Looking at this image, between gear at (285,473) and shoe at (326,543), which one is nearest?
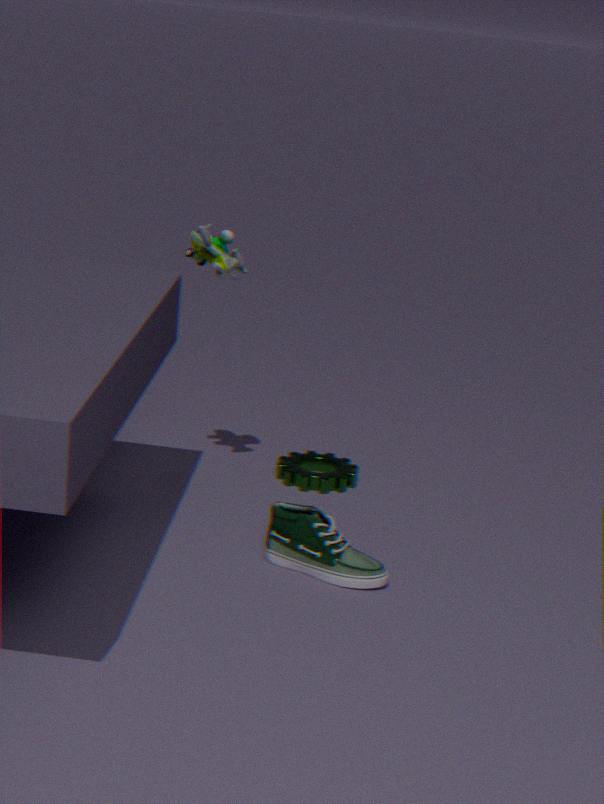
shoe at (326,543)
